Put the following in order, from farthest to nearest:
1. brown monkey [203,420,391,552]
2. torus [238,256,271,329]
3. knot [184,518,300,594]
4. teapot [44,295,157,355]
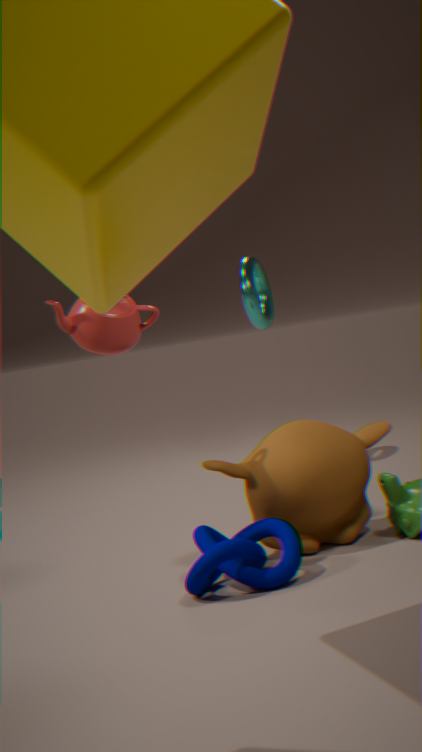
torus [238,256,271,329], brown monkey [203,420,391,552], teapot [44,295,157,355], knot [184,518,300,594]
